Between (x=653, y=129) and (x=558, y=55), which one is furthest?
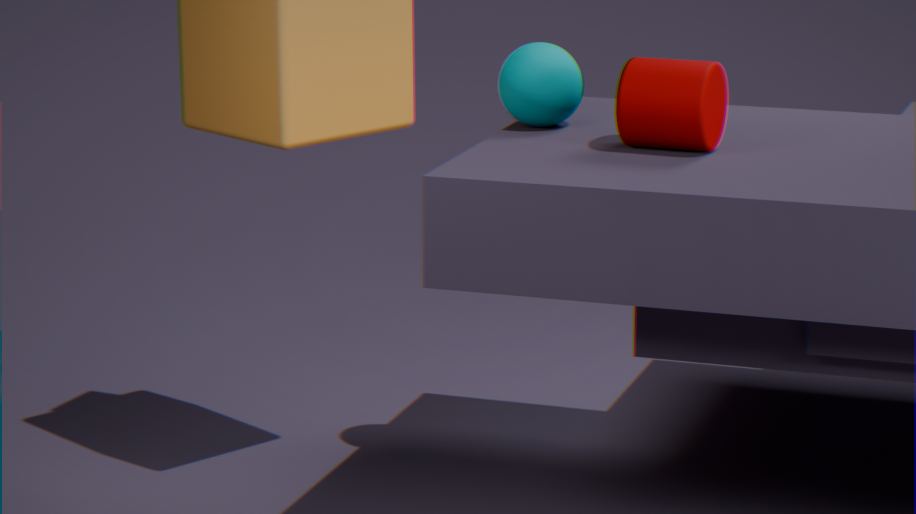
(x=558, y=55)
